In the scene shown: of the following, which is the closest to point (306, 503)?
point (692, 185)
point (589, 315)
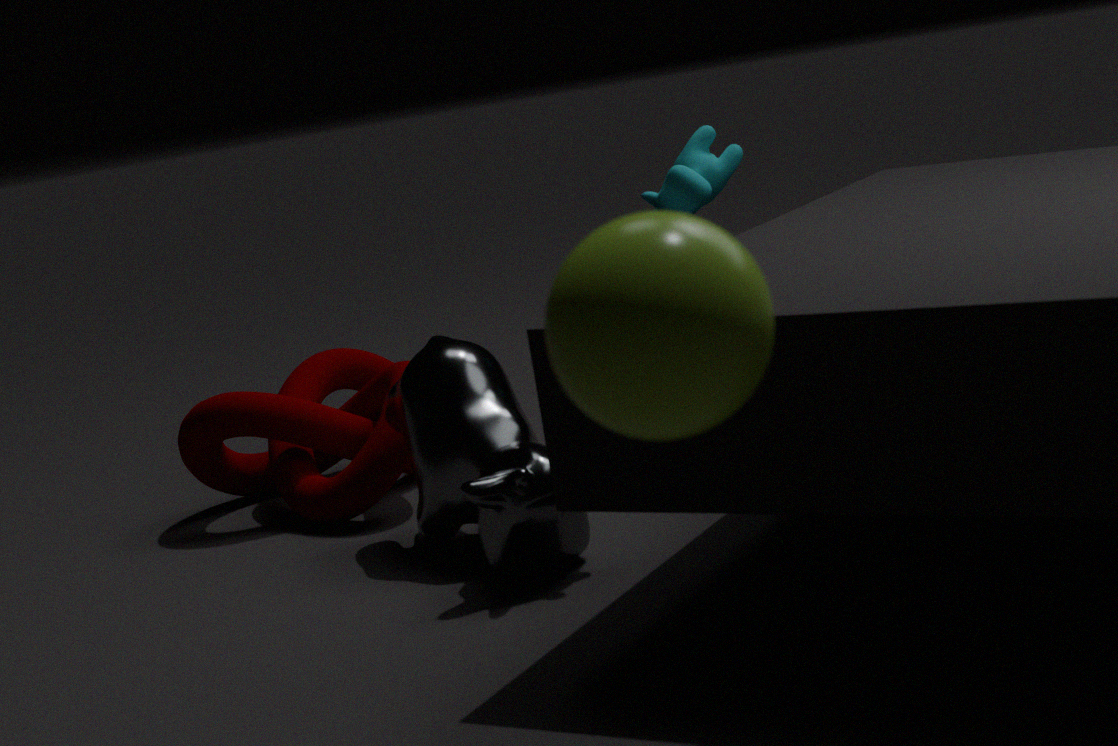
point (692, 185)
